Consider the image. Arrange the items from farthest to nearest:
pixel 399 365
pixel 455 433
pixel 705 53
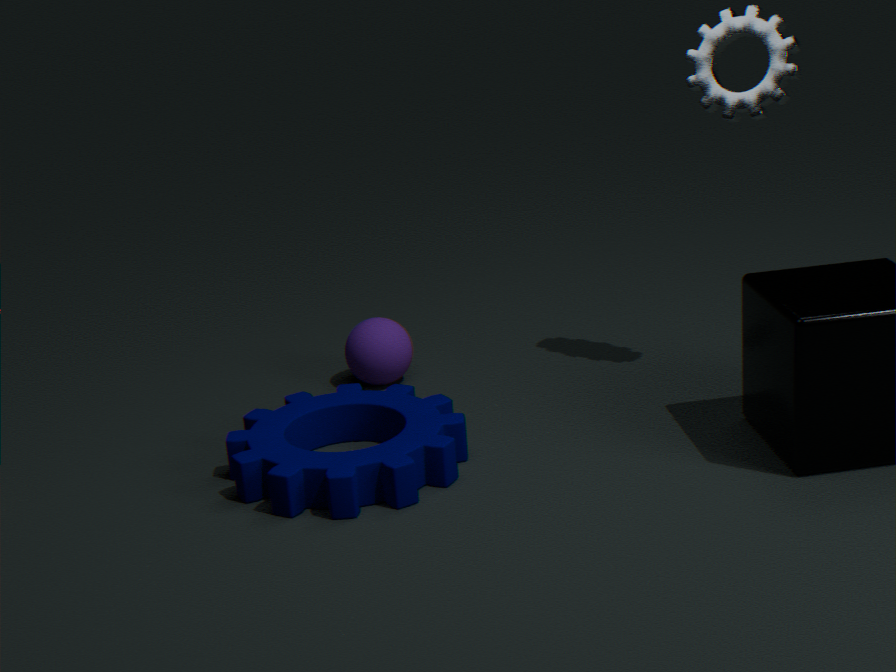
pixel 399 365 < pixel 705 53 < pixel 455 433
